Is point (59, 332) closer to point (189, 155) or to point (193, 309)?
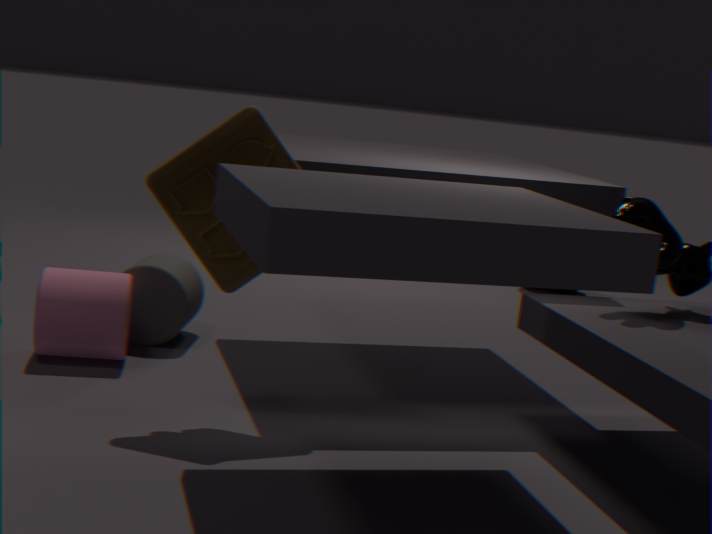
point (193, 309)
